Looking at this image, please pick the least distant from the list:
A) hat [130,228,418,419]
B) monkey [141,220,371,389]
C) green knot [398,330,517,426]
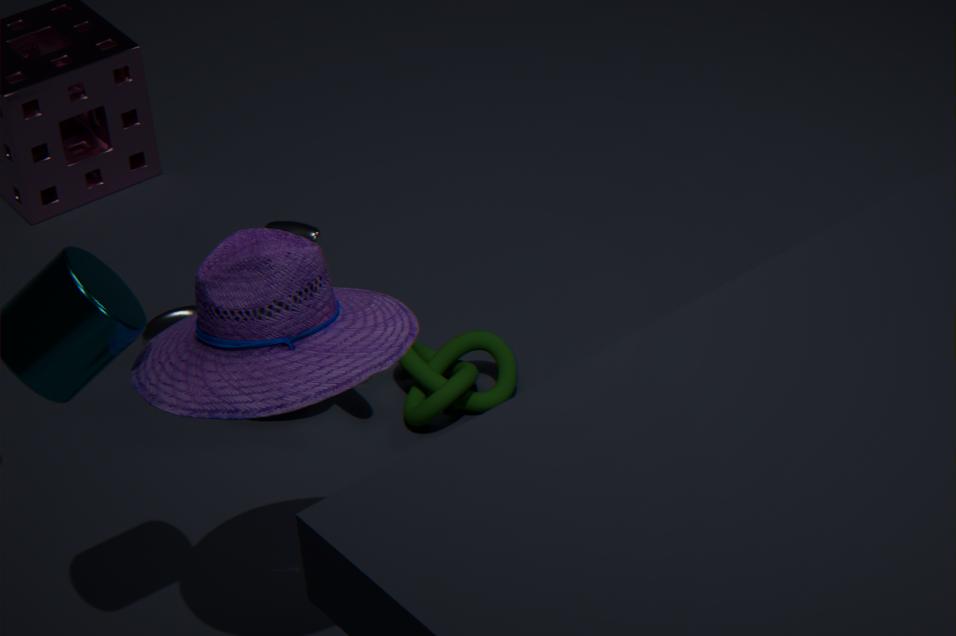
A. hat [130,228,418,419]
